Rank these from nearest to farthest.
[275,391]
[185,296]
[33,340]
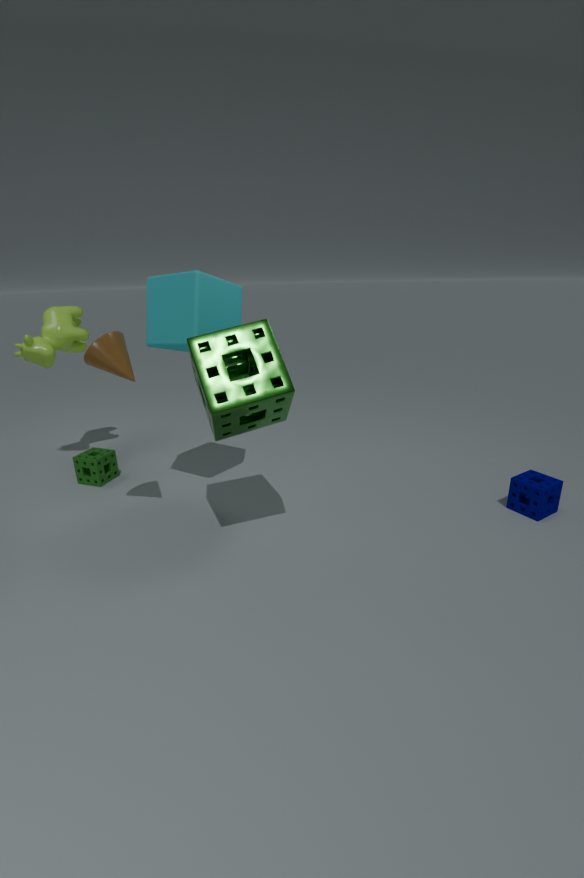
1. [275,391]
2. [185,296]
3. [33,340]
